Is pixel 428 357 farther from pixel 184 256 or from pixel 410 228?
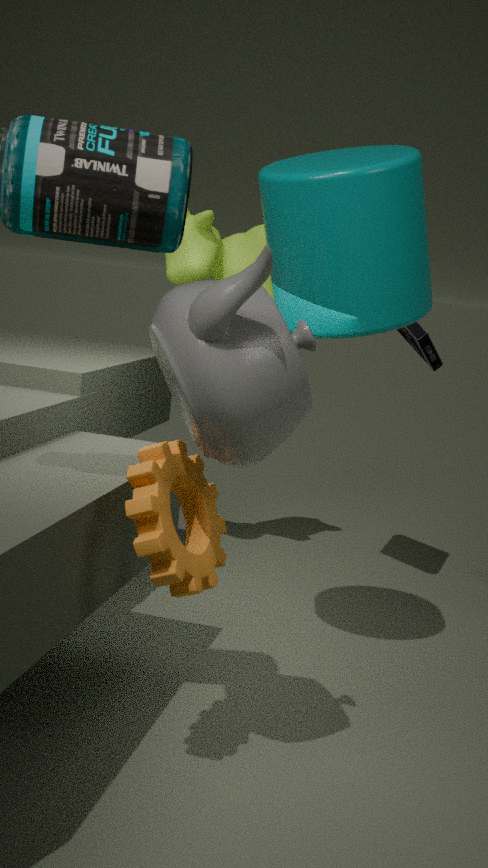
pixel 410 228
